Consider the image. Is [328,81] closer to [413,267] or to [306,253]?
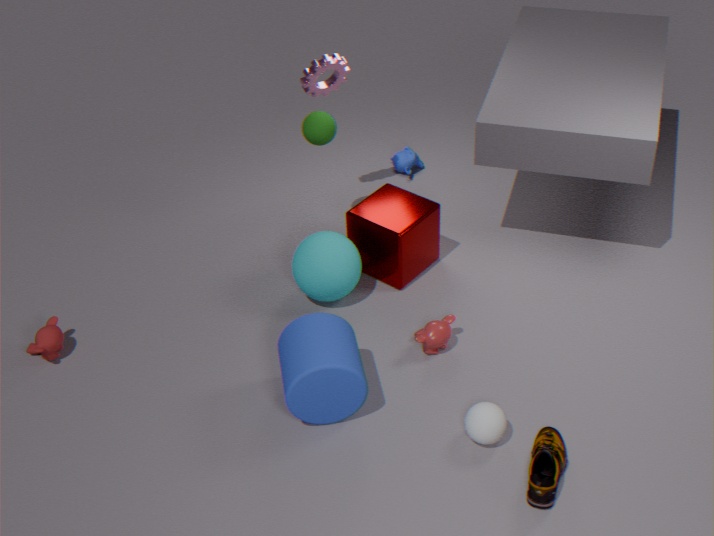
[413,267]
